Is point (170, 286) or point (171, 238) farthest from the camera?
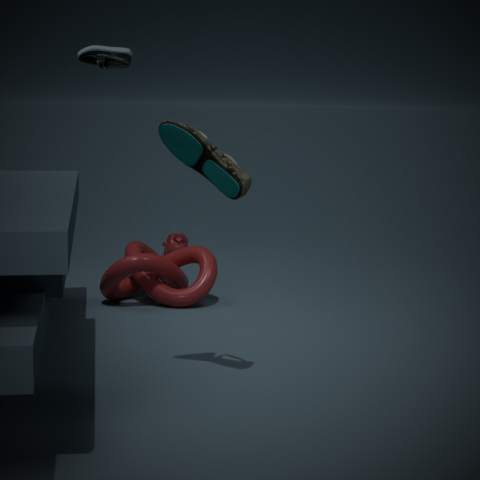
point (171, 238)
